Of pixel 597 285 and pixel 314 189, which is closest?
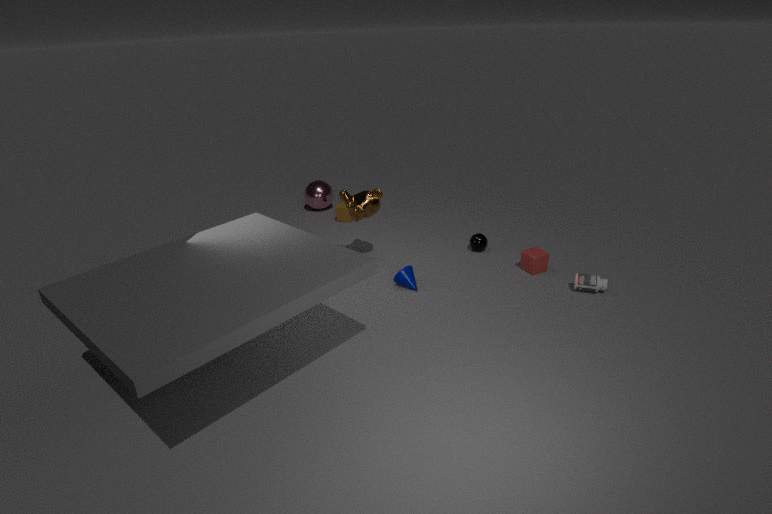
pixel 597 285
